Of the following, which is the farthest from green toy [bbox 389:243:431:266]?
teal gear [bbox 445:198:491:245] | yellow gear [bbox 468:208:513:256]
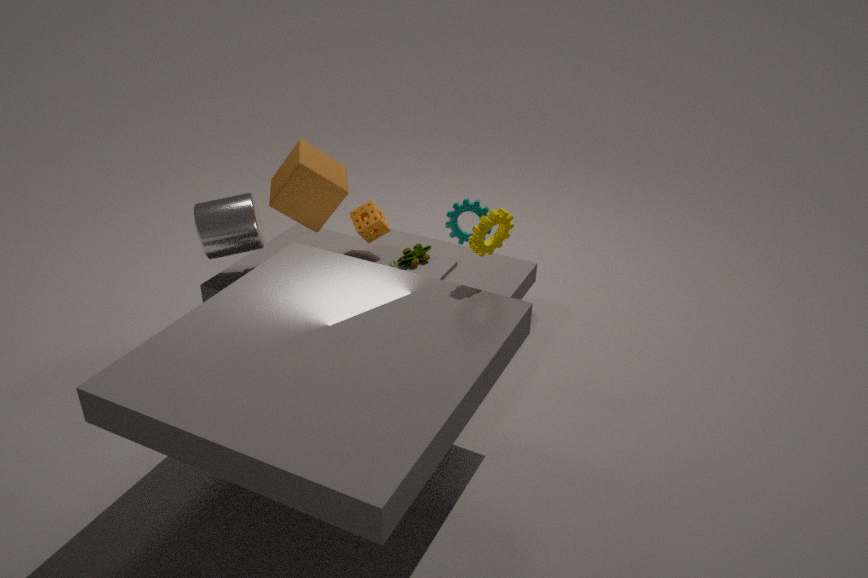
yellow gear [bbox 468:208:513:256]
